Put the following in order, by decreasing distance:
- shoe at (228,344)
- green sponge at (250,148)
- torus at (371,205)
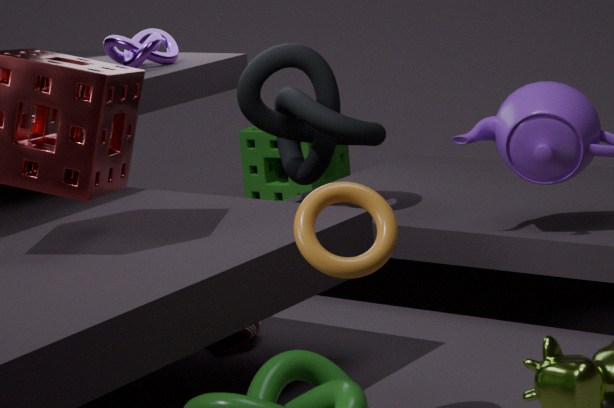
green sponge at (250,148) → shoe at (228,344) → torus at (371,205)
